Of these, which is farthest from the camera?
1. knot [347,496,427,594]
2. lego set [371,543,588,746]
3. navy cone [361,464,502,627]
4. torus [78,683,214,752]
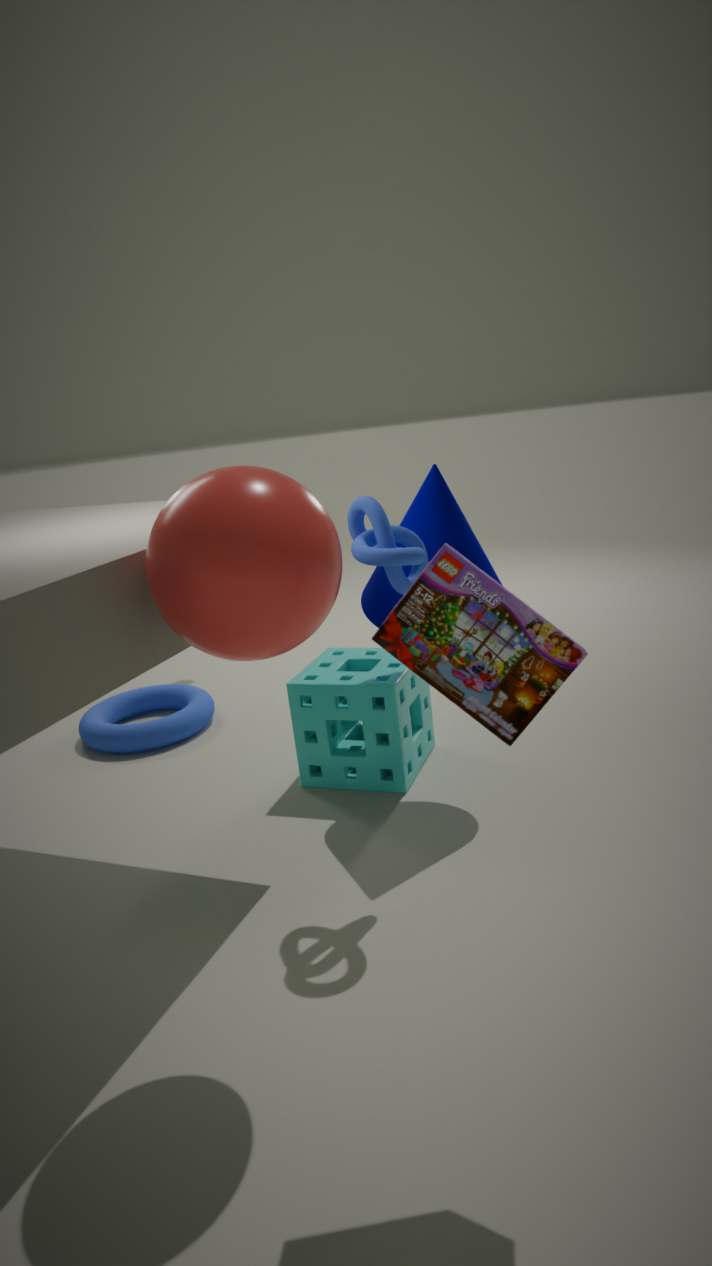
torus [78,683,214,752]
